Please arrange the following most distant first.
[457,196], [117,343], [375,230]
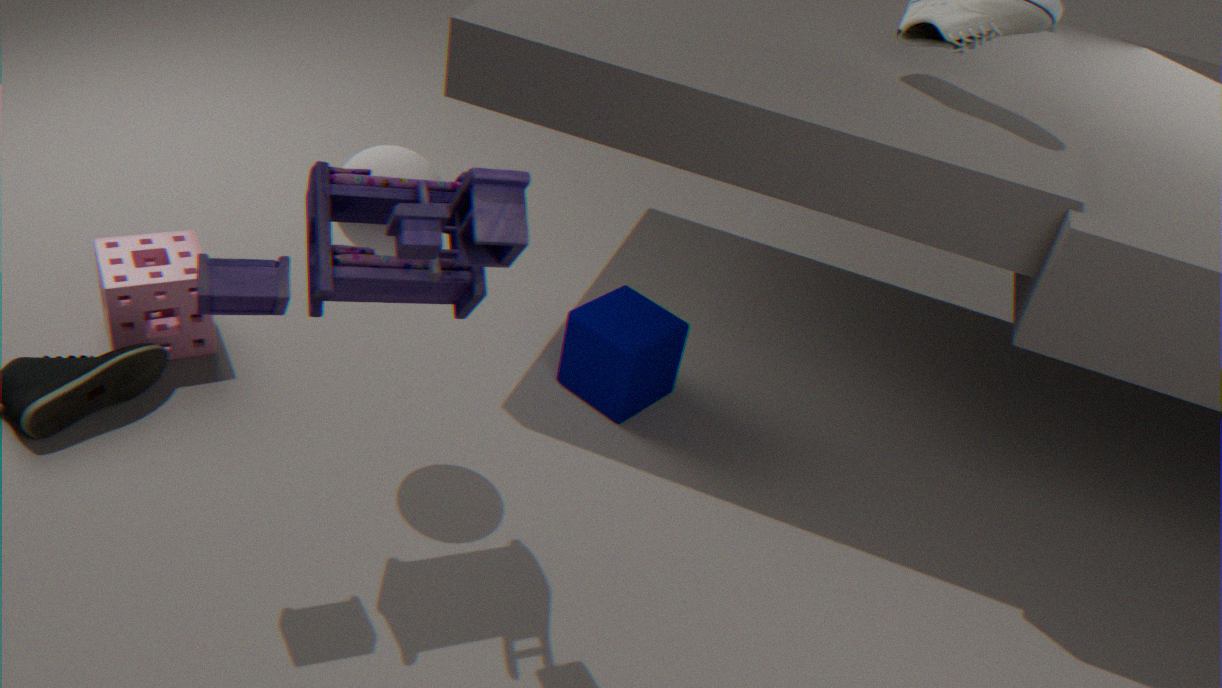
[117,343] < [375,230] < [457,196]
